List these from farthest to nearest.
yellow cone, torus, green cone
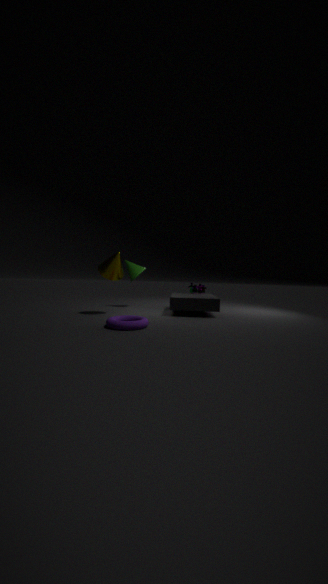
green cone
yellow cone
torus
